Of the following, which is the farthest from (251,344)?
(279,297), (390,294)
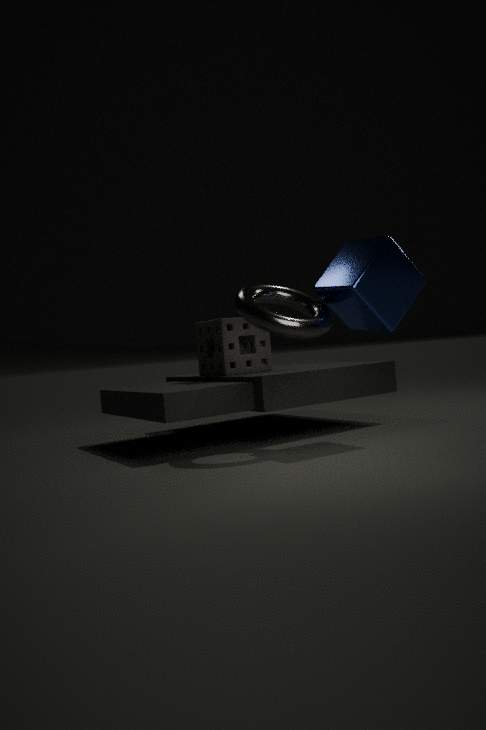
(390,294)
